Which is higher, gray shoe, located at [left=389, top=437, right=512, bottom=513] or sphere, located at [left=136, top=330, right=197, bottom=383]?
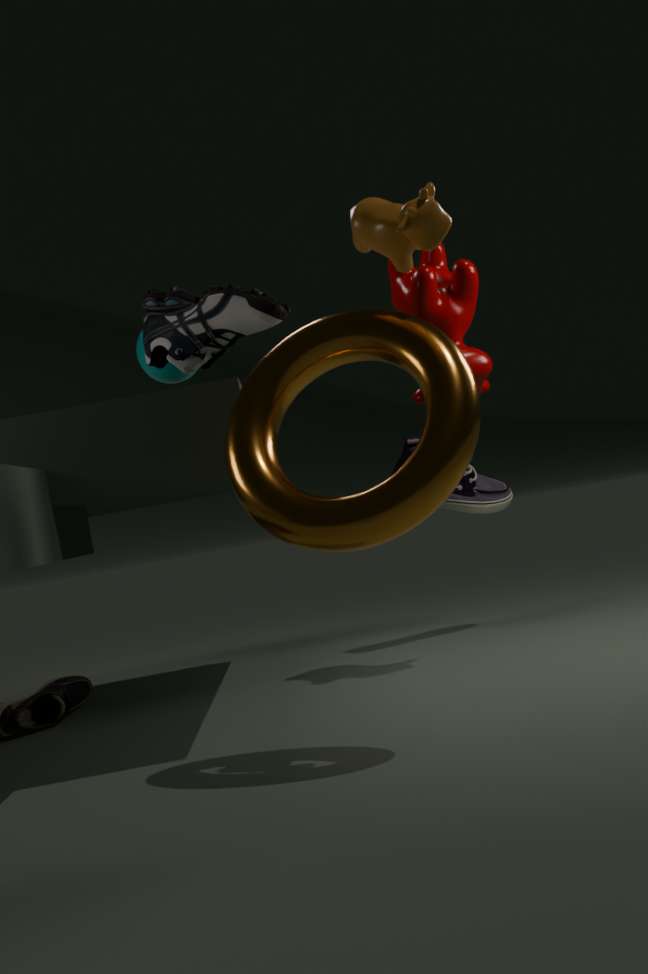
sphere, located at [left=136, top=330, right=197, bottom=383]
